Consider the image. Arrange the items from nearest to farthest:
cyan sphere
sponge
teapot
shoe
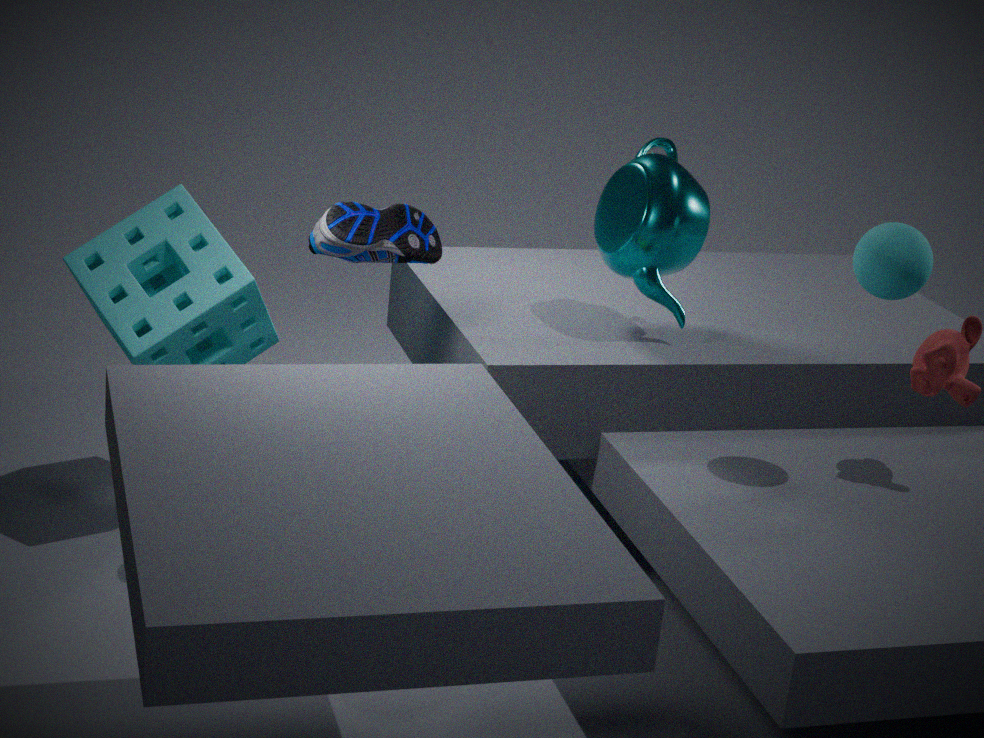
cyan sphere, shoe, sponge, teapot
